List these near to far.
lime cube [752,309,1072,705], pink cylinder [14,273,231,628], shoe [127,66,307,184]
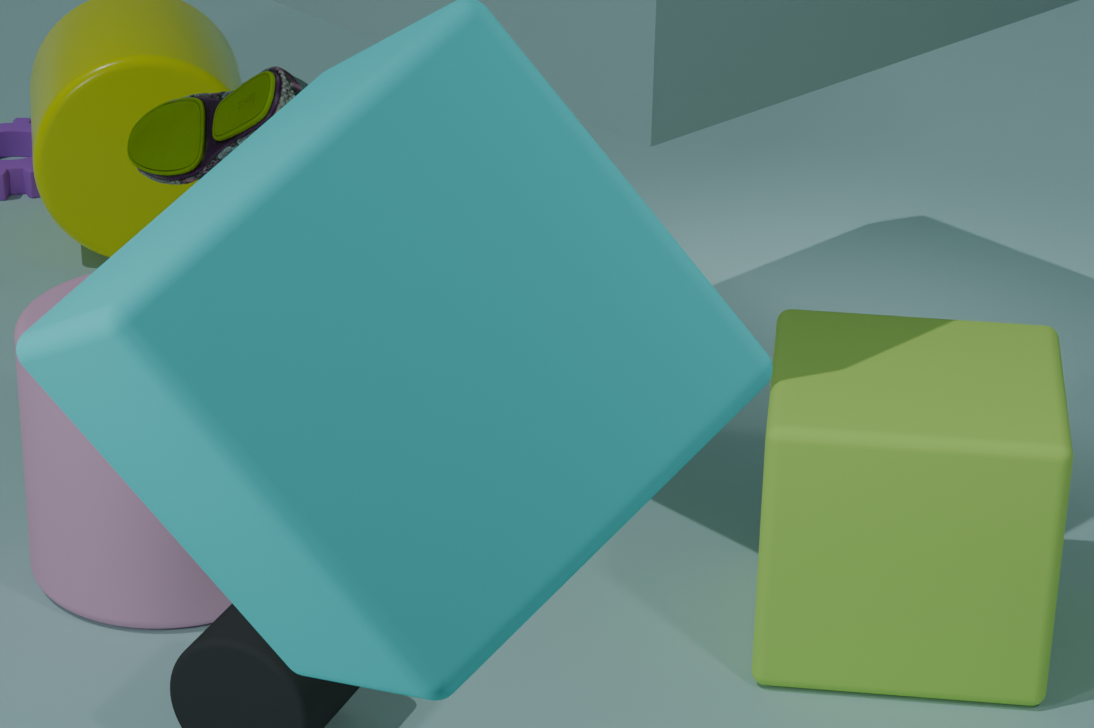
lime cube [752,309,1072,705], pink cylinder [14,273,231,628], shoe [127,66,307,184]
